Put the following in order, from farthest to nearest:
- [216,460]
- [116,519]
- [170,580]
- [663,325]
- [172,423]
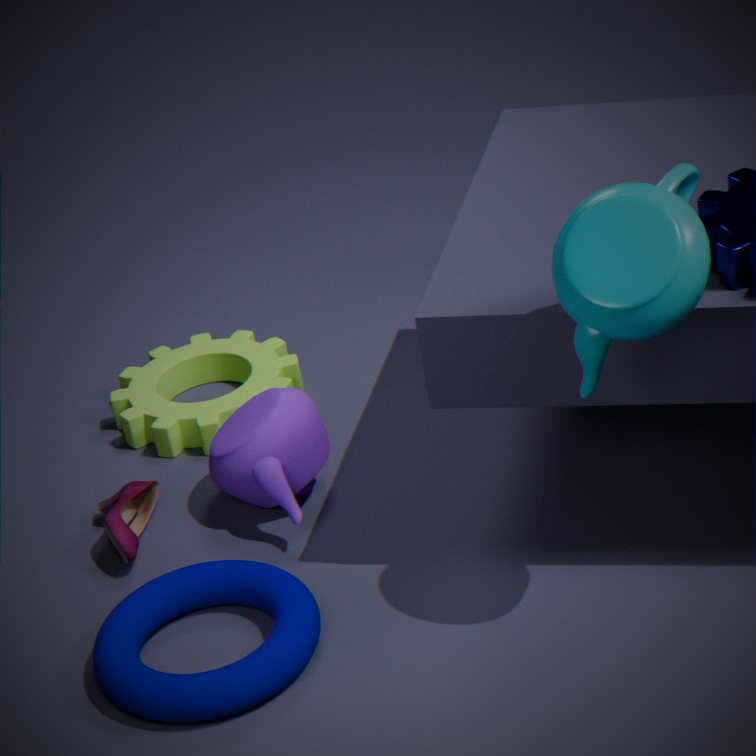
[172,423]
[216,460]
[116,519]
[170,580]
[663,325]
